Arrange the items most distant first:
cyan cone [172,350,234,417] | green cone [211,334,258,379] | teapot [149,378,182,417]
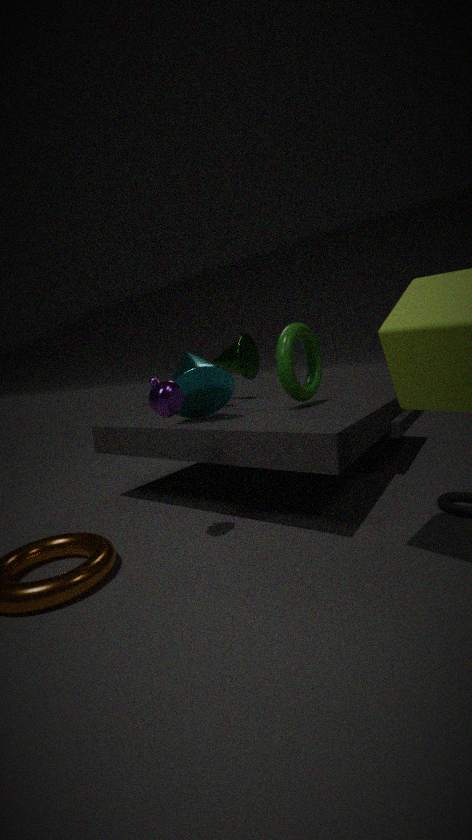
green cone [211,334,258,379], cyan cone [172,350,234,417], teapot [149,378,182,417]
